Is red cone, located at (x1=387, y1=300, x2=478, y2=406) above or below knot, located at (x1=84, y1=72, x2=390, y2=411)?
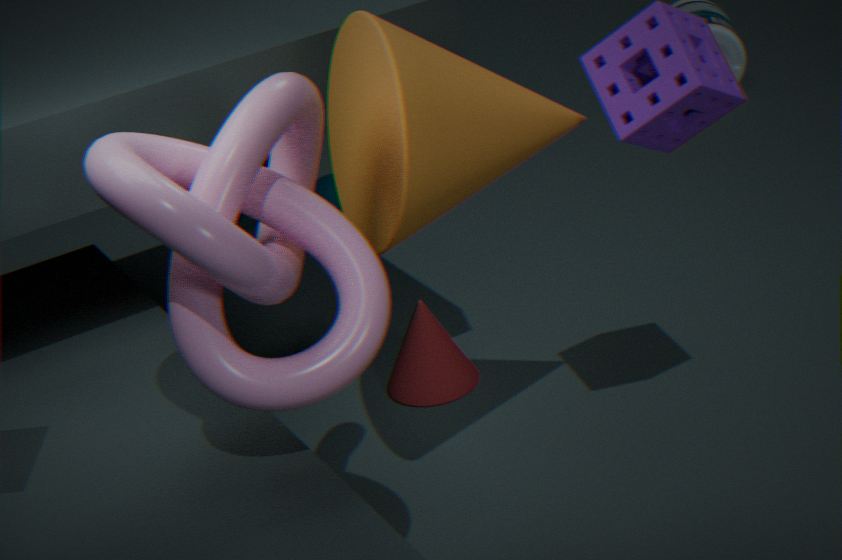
below
